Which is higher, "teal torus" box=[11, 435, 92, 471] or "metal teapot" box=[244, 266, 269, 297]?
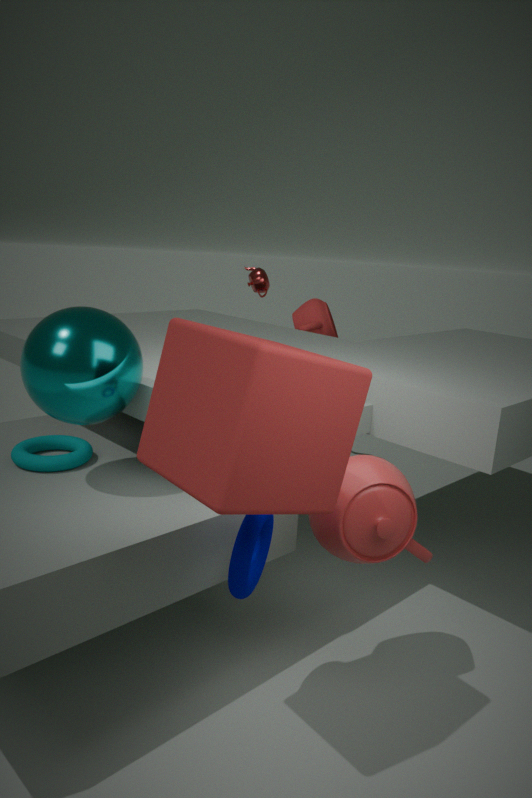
"metal teapot" box=[244, 266, 269, 297]
